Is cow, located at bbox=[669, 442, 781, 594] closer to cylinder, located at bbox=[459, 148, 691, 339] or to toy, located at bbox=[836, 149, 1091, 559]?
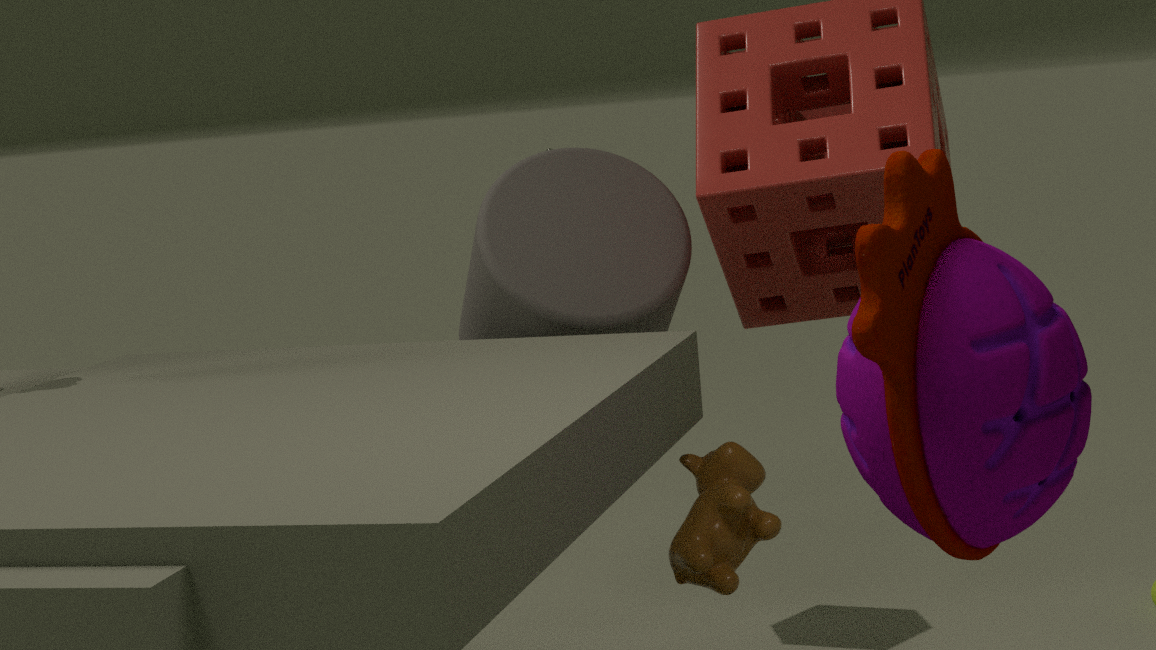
cylinder, located at bbox=[459, 148, 691, 339]
